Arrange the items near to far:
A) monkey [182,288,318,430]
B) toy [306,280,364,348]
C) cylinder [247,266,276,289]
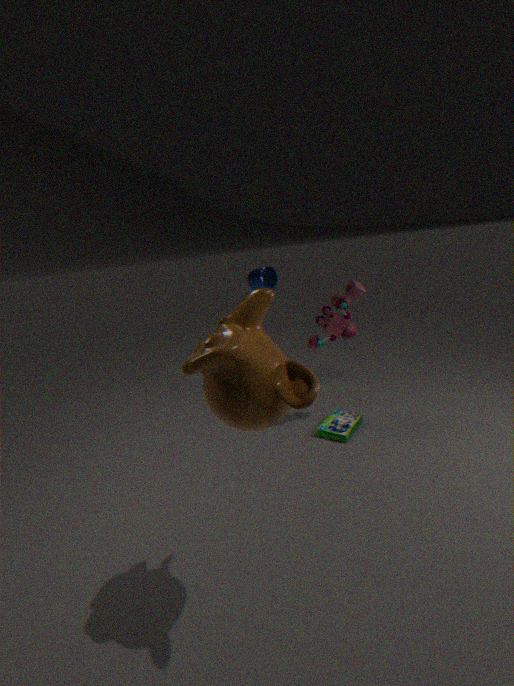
monkey [182,288,318,430] < toy [306,280,364,348] < cylinder [247,266,276,289]
